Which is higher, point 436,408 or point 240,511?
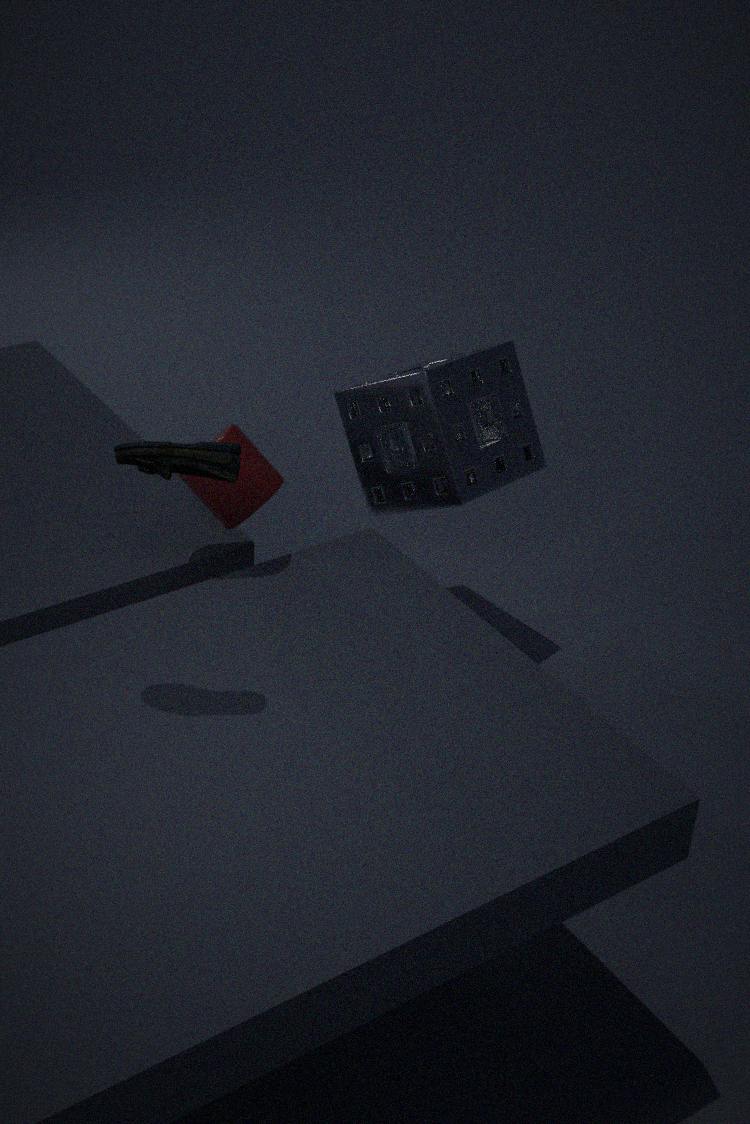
point 240,511
